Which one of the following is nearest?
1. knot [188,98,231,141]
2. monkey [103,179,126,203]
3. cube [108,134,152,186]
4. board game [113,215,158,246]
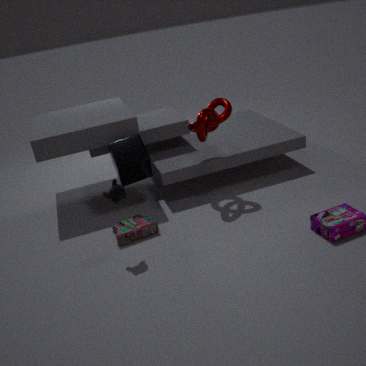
monkey [103,179,126,203]
